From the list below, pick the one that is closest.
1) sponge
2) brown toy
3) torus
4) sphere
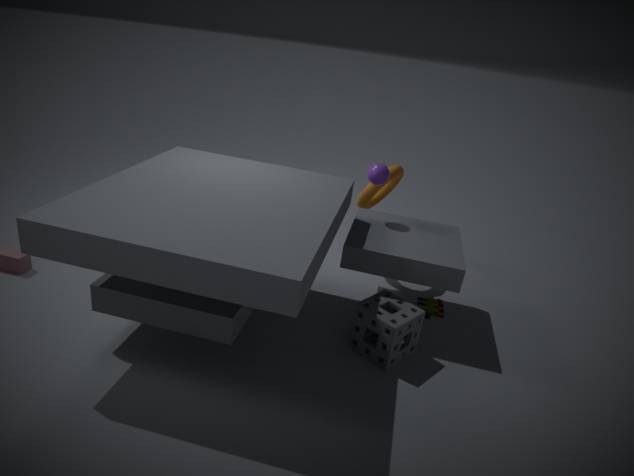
1. sponge
